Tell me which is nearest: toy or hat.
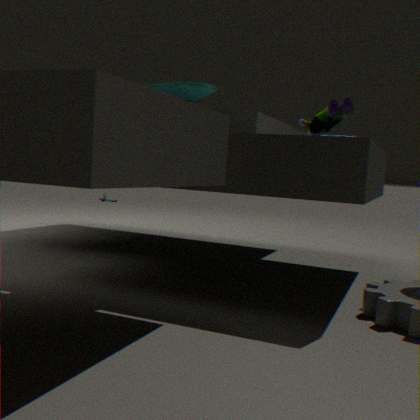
toy
